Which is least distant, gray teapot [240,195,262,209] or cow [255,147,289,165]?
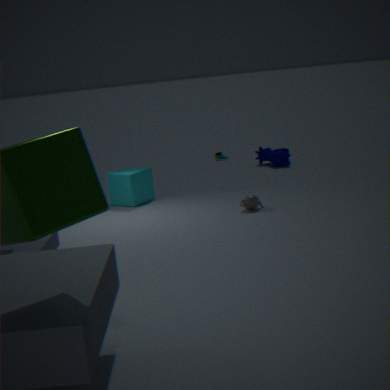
gray teapot [240,195,262,209]
